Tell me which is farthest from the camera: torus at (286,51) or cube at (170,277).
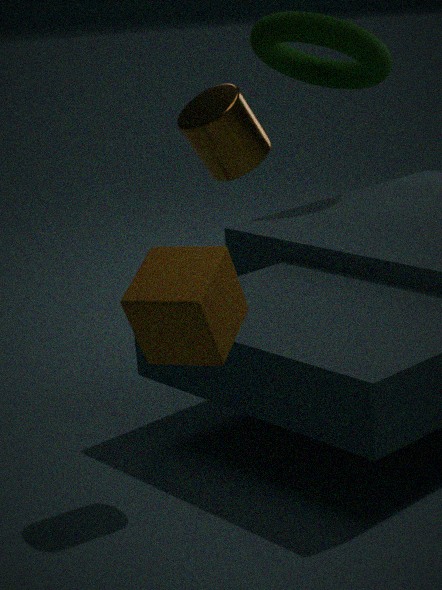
torus at (286,51)
